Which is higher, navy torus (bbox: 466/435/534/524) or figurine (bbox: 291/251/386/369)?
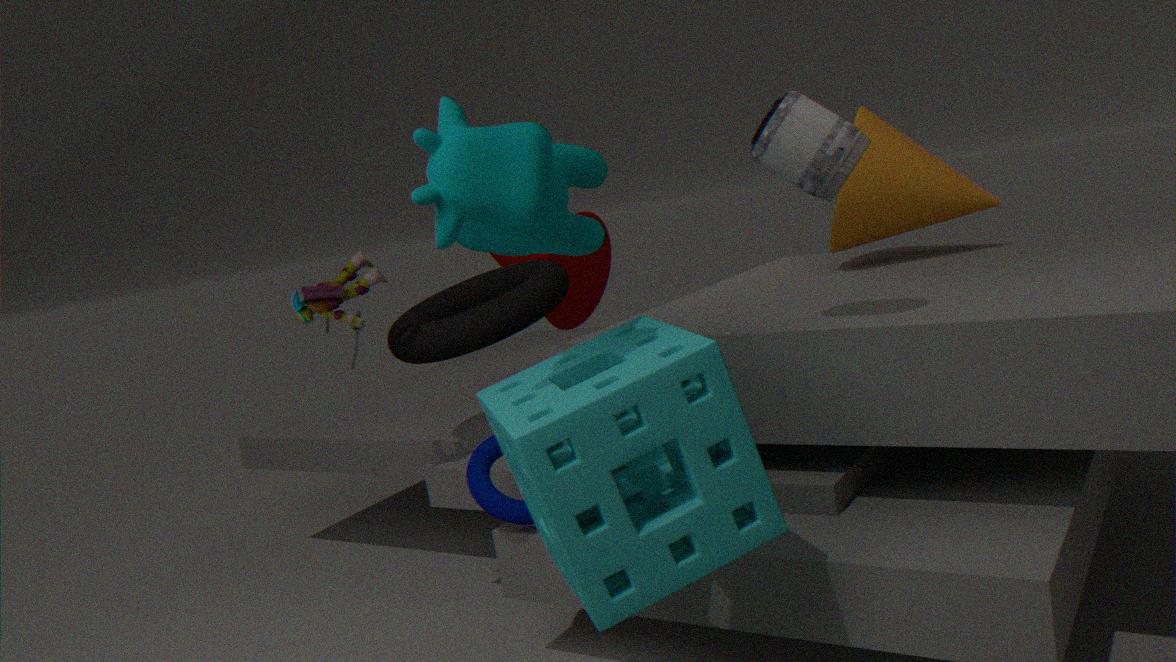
figurine (bbox: 291/251/386/369)
